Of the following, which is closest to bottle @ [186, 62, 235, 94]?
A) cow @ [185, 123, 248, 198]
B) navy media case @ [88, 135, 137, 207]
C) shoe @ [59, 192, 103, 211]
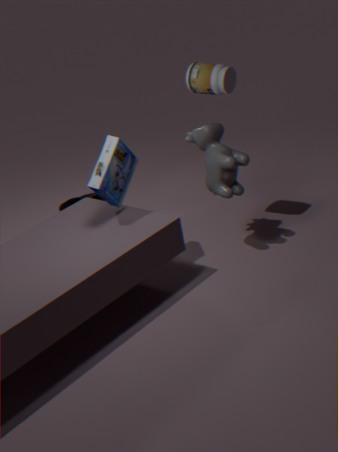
cow @ [185, 123, 248, 198]
